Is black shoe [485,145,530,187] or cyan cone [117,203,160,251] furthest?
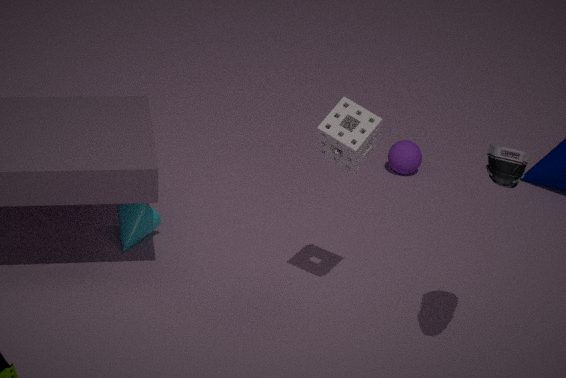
cyan cone [117,203,160,251]
